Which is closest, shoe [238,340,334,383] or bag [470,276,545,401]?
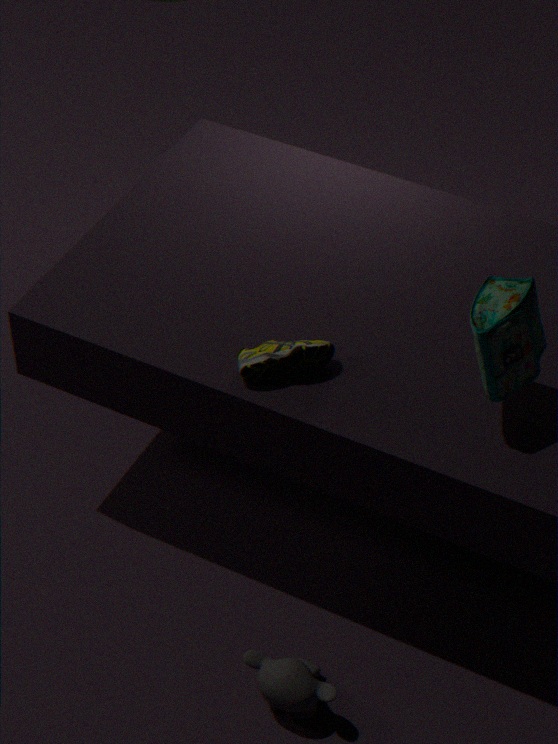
bag [470,276,545,401]
